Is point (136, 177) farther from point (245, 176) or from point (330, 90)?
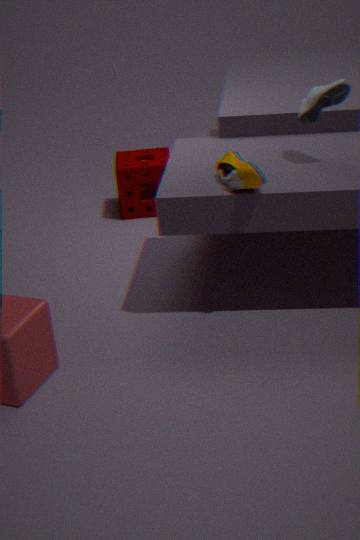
point (330, 90)
